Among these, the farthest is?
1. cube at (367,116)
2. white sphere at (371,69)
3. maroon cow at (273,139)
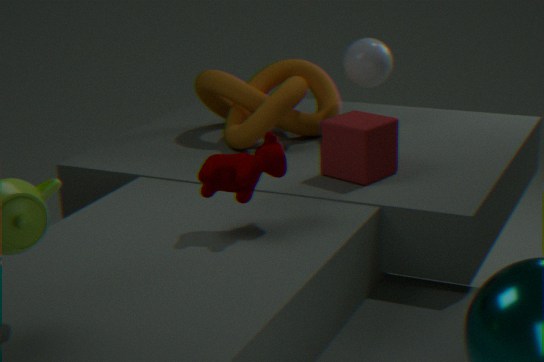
white sphere at (371,69)
